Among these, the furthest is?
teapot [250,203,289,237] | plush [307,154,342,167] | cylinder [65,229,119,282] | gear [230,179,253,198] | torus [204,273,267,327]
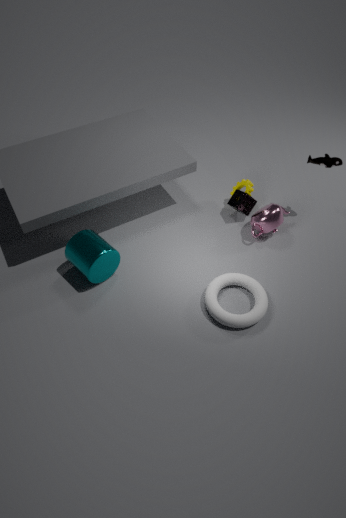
gear [230,179,253,198]
